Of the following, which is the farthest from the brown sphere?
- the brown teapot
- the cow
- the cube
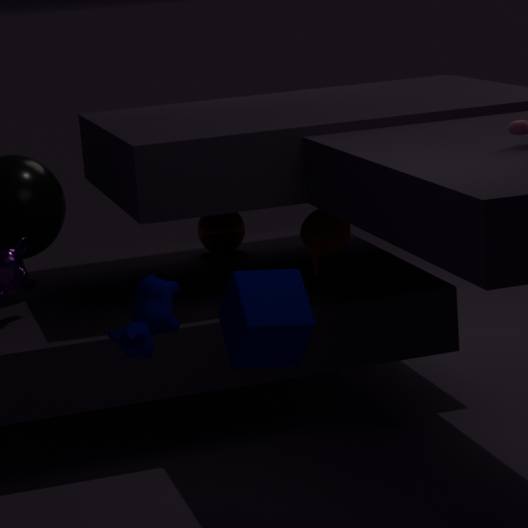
the cube
